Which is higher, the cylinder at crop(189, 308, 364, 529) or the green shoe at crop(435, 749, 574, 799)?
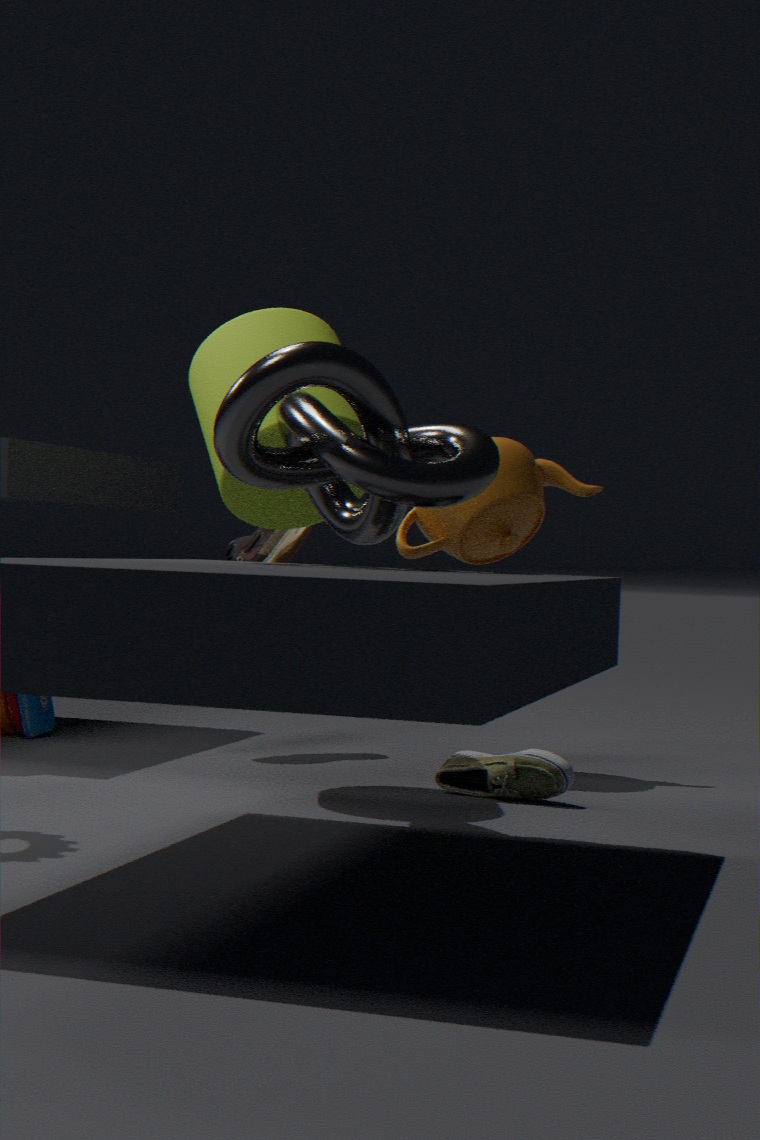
the cylinder at crop(189, 308, 364, 529)
